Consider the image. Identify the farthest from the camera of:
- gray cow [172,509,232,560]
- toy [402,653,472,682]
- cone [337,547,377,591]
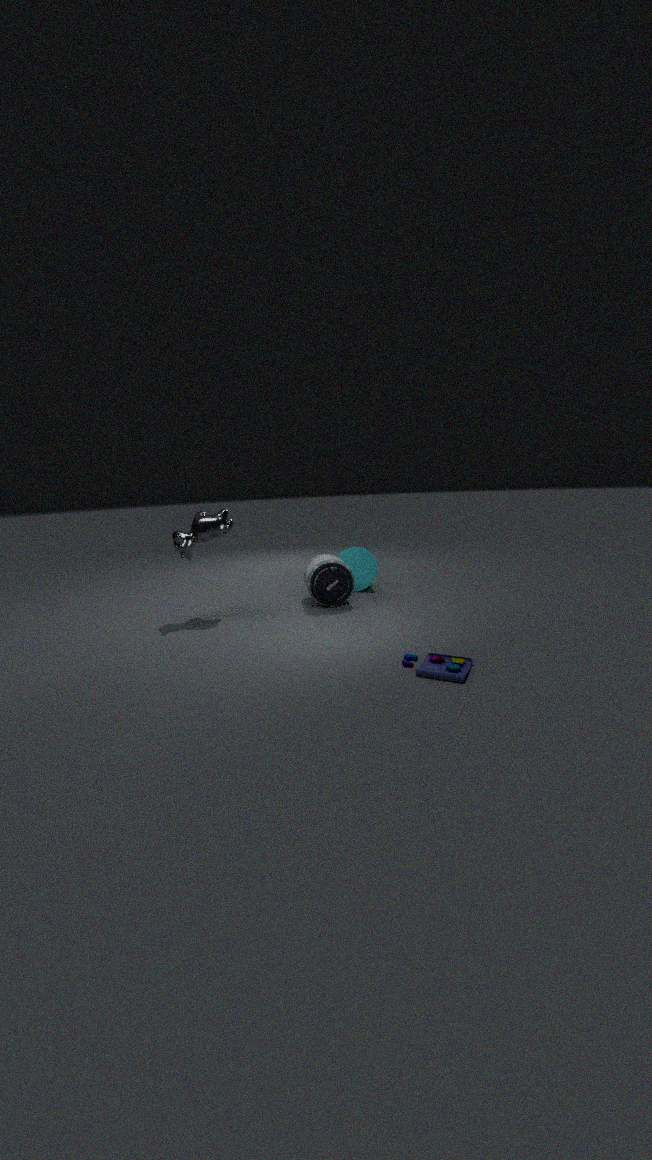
cone [337,547,377,591]
